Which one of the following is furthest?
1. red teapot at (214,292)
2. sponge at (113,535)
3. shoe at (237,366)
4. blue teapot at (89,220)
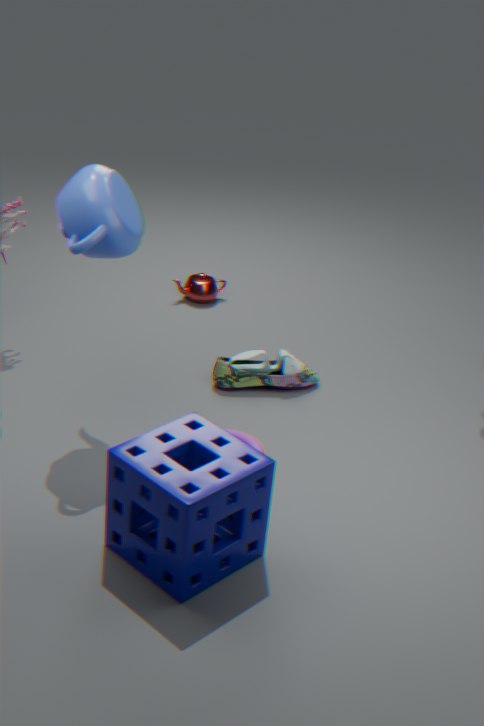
red teapot at (214,292)
